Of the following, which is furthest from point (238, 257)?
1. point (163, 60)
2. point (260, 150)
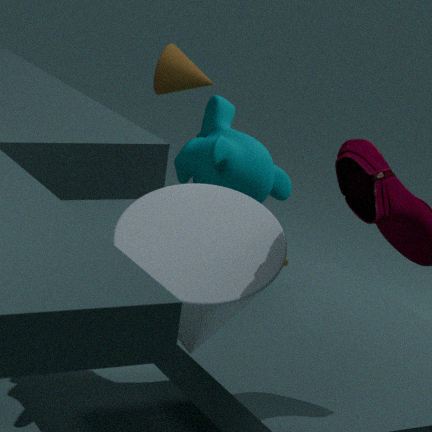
point (163, 60)
